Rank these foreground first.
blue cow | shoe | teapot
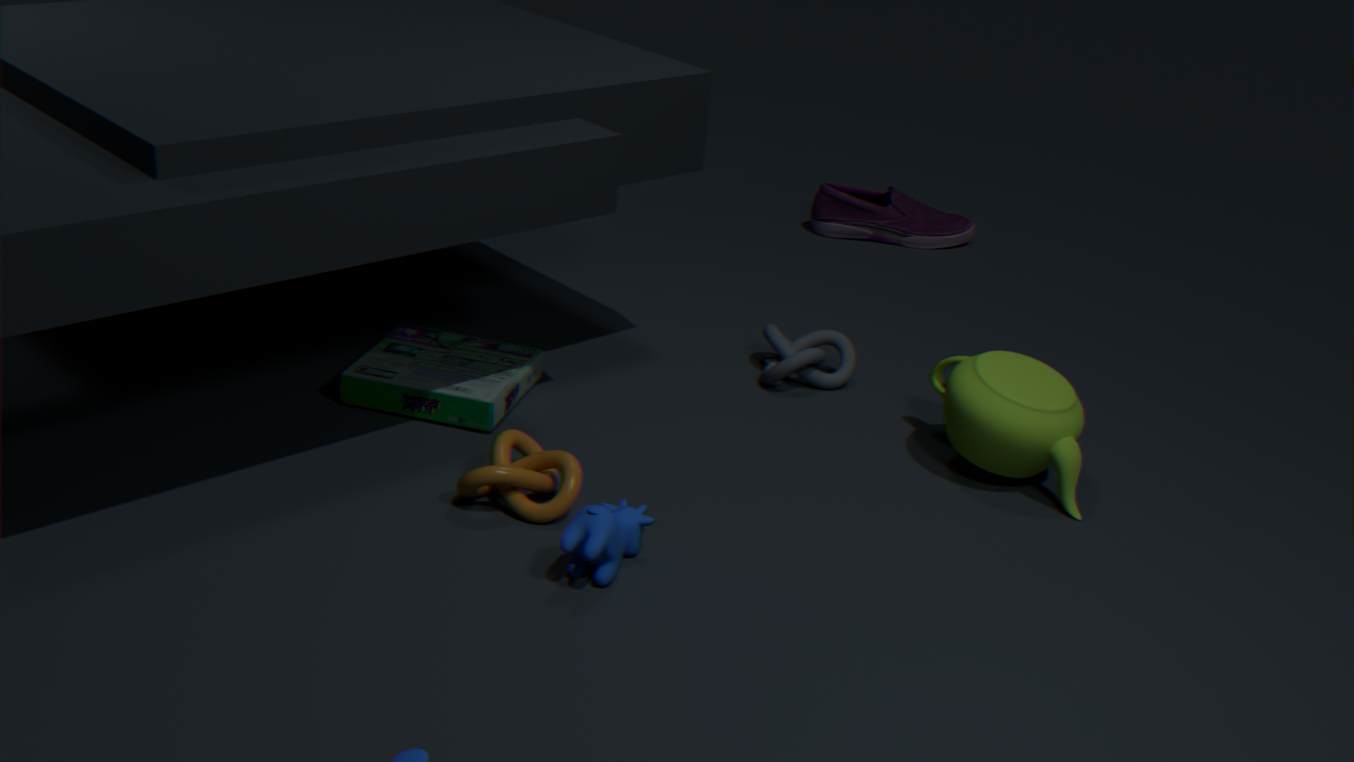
1. blue cow
2. teapot
3. shoe
